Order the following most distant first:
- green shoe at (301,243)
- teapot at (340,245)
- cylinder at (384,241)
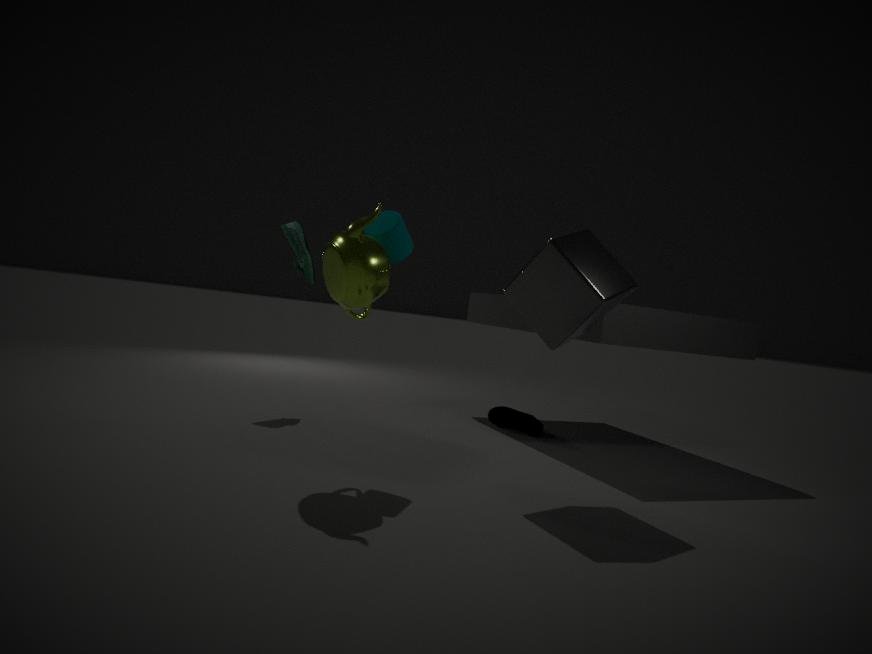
green shoe at (301,243), cylinder at (384,241), teapot at (340,245)
